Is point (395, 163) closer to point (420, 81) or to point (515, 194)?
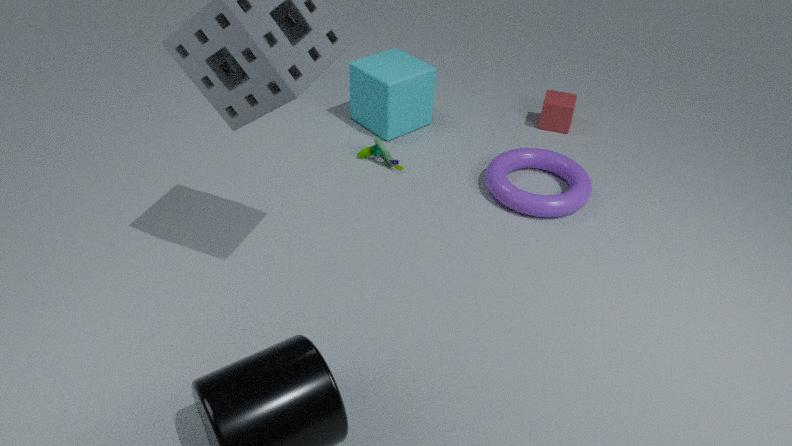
point (420, 81)
